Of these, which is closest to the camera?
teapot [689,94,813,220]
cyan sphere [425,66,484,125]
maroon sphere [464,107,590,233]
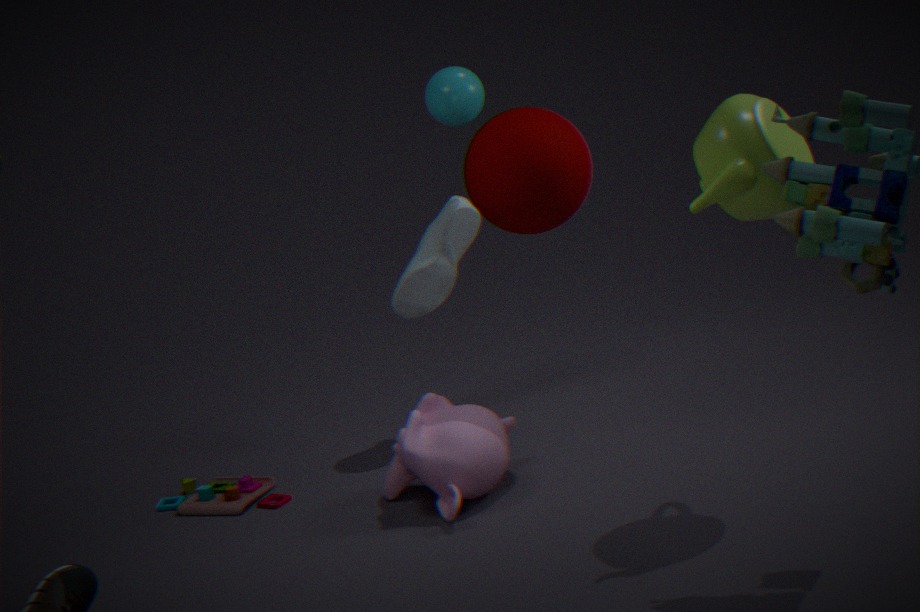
teapot [689,94,813,220]
